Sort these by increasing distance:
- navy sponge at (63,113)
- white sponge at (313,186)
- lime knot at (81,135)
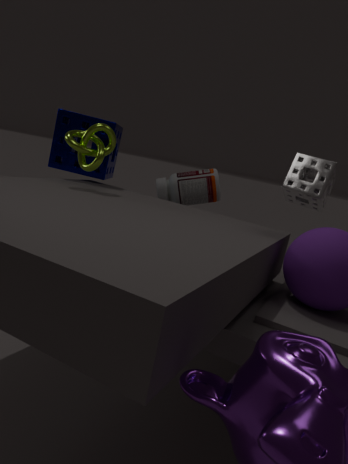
1. white sponge at (313,186)
2. lime knot at (81,135)
3. navy sponge at (63,113)
